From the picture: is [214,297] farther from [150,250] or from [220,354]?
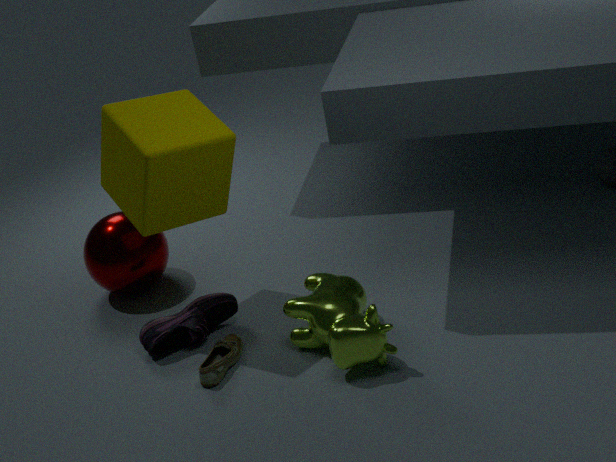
[150,250]
